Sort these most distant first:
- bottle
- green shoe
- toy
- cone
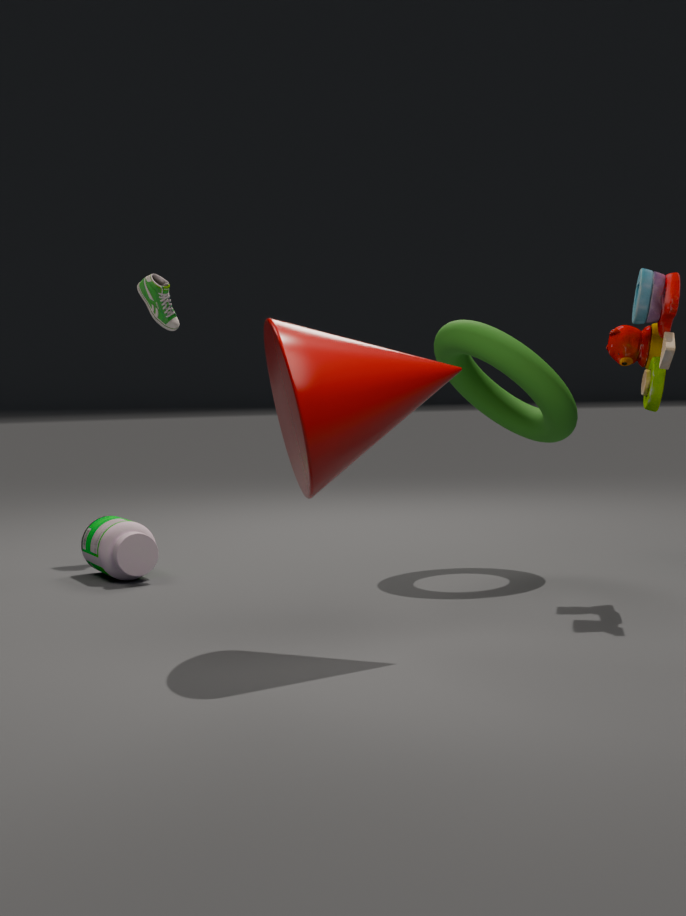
green shoe, bottle, toy, cone
